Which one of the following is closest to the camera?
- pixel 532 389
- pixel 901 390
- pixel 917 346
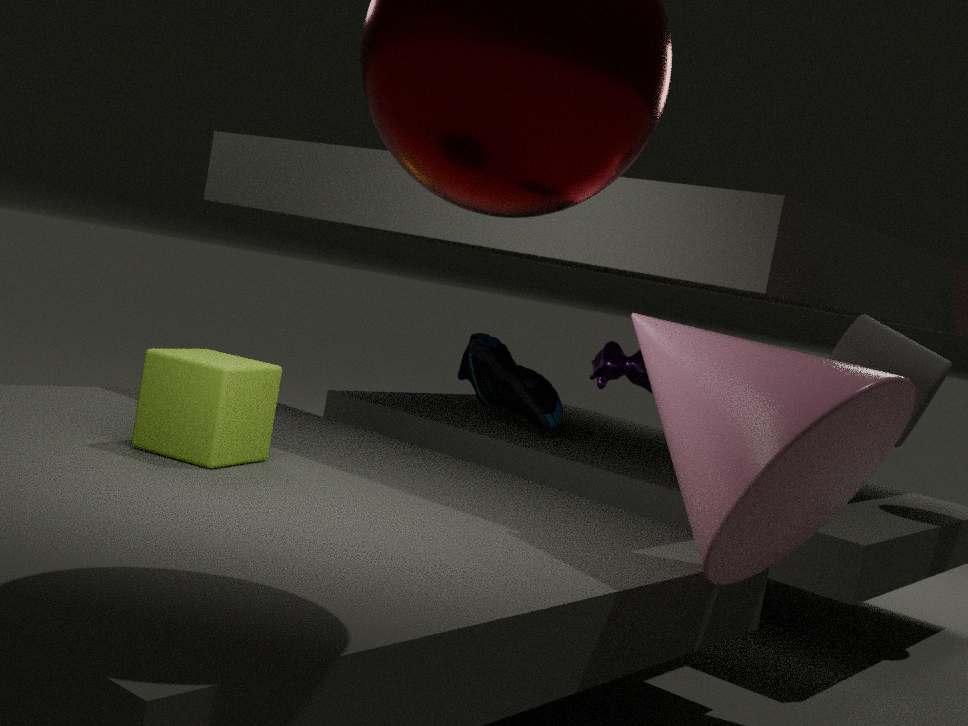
pixel 901 390
